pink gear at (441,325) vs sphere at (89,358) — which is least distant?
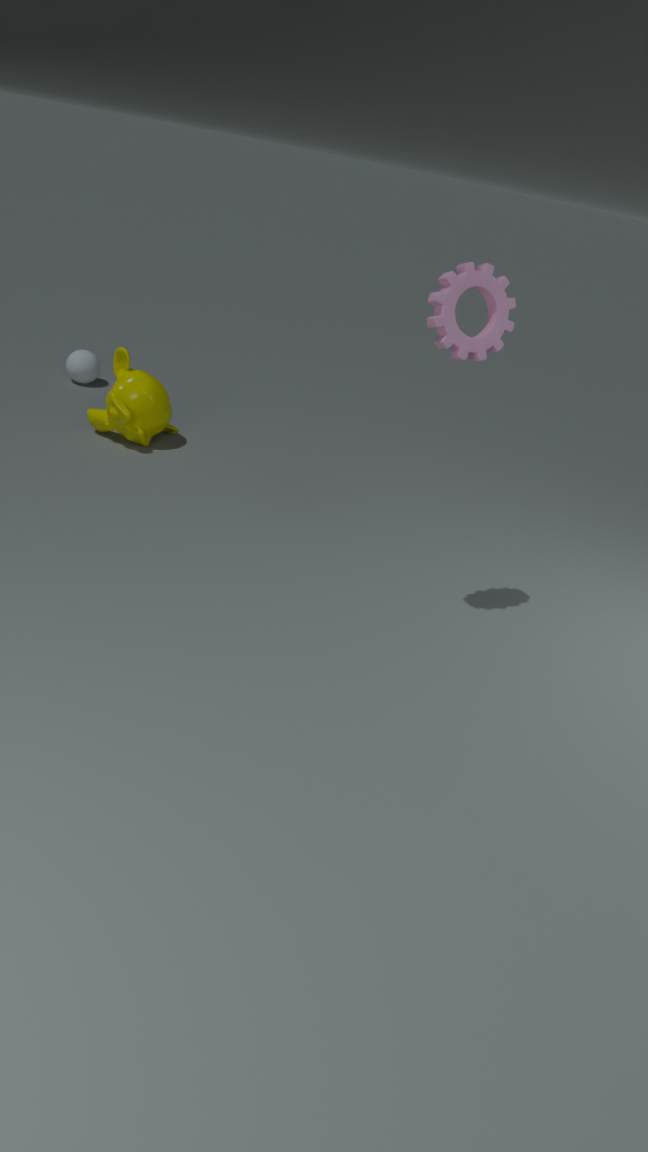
pink gear at (441,325)
